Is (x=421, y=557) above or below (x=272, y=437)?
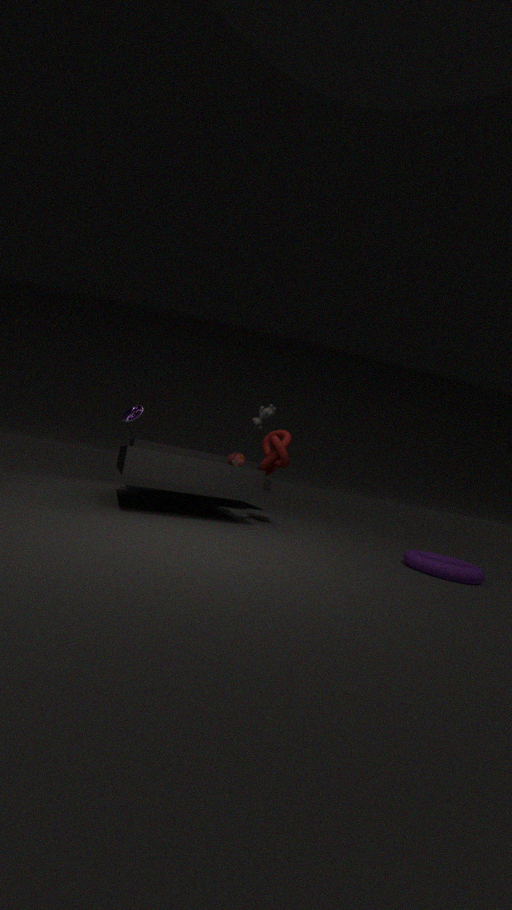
below
